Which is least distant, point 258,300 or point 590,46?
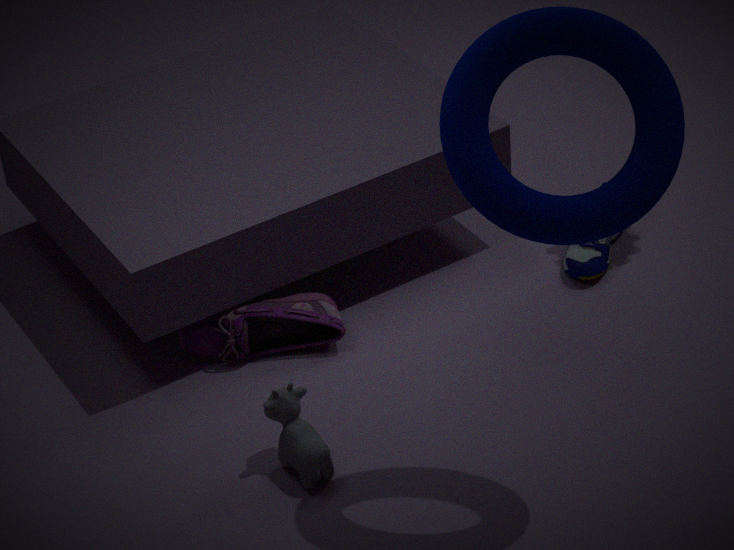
point 590,46
